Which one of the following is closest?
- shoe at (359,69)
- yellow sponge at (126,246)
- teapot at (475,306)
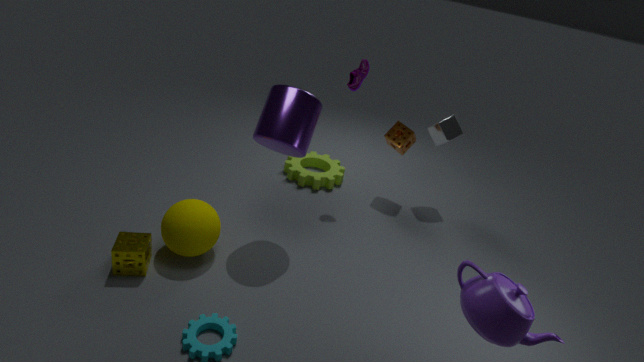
teapot at (475,306)
